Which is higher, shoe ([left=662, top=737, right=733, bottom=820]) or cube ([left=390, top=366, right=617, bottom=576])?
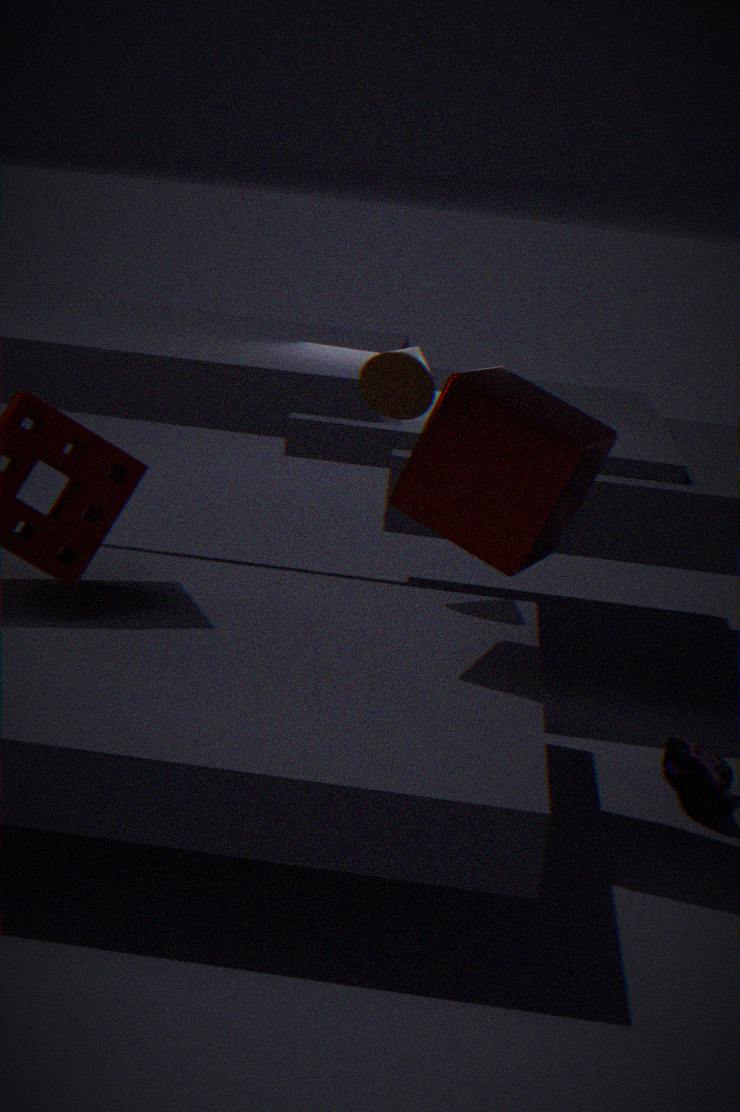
cube ([left=390, top=366, right=617, bottom=576])
